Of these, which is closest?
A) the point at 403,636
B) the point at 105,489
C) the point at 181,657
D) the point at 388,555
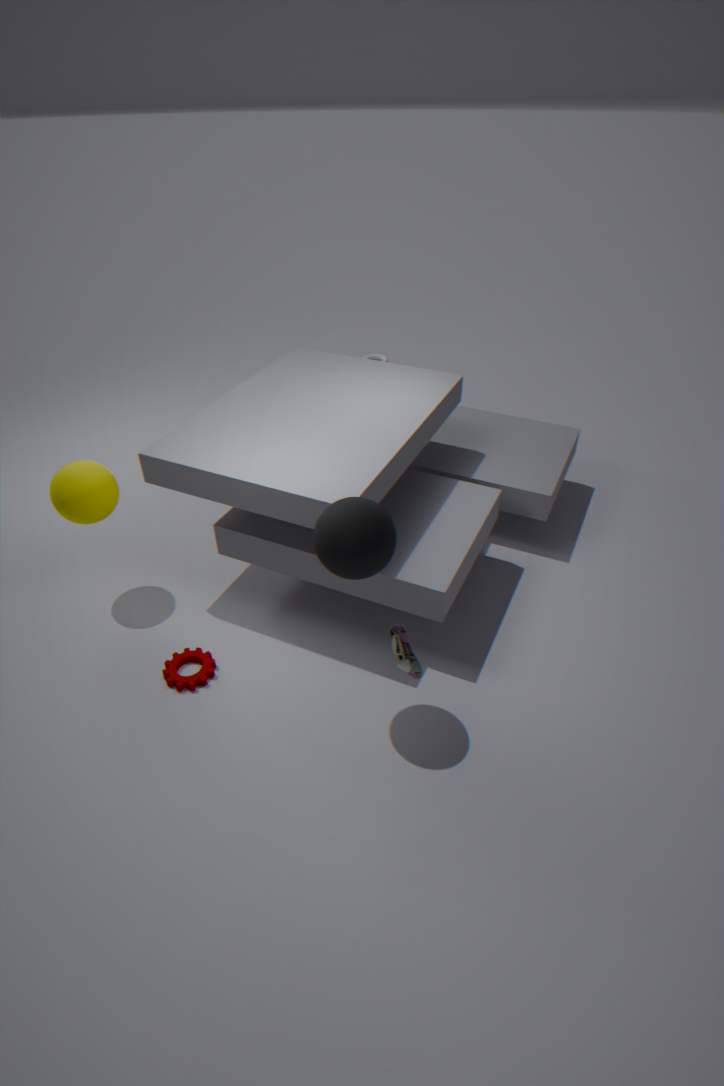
the point at 388,555
